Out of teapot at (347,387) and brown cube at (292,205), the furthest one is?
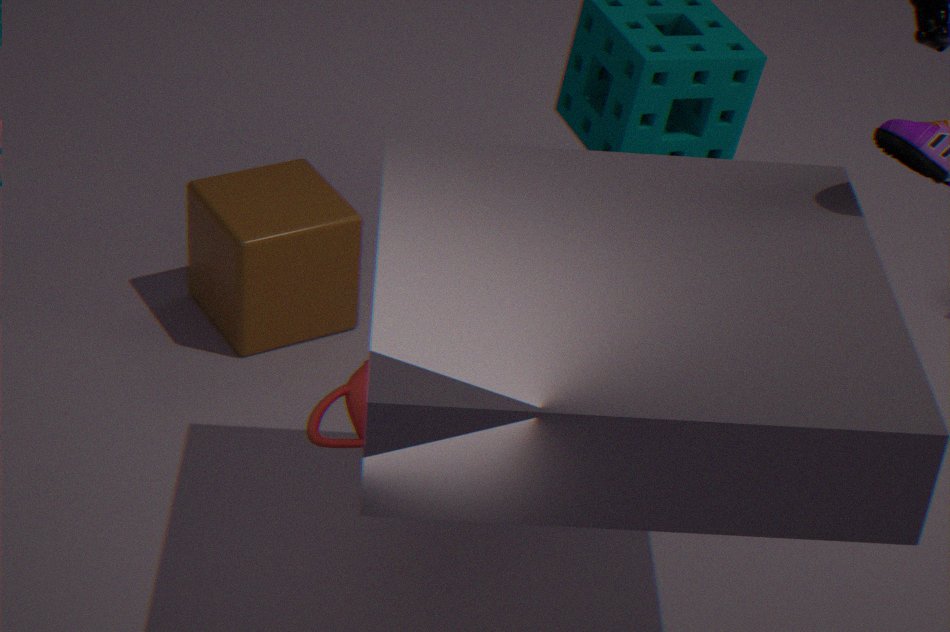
brown cube at (292,205)
